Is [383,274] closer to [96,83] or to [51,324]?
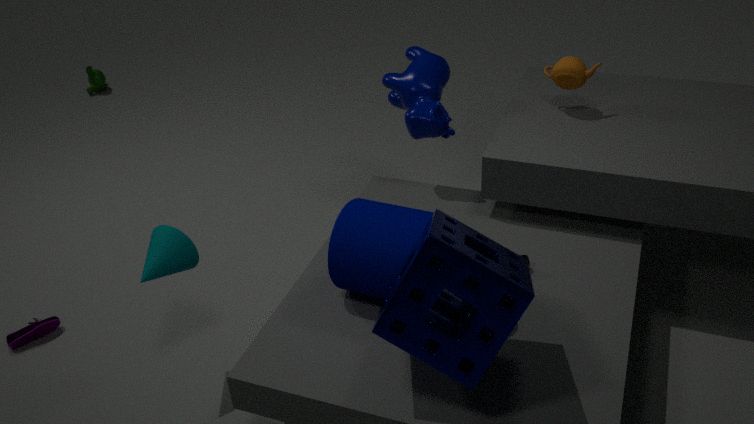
[51,324]
